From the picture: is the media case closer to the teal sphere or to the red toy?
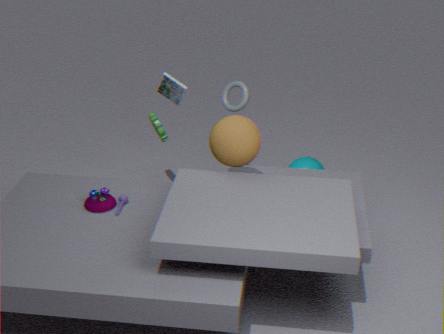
the red toy
